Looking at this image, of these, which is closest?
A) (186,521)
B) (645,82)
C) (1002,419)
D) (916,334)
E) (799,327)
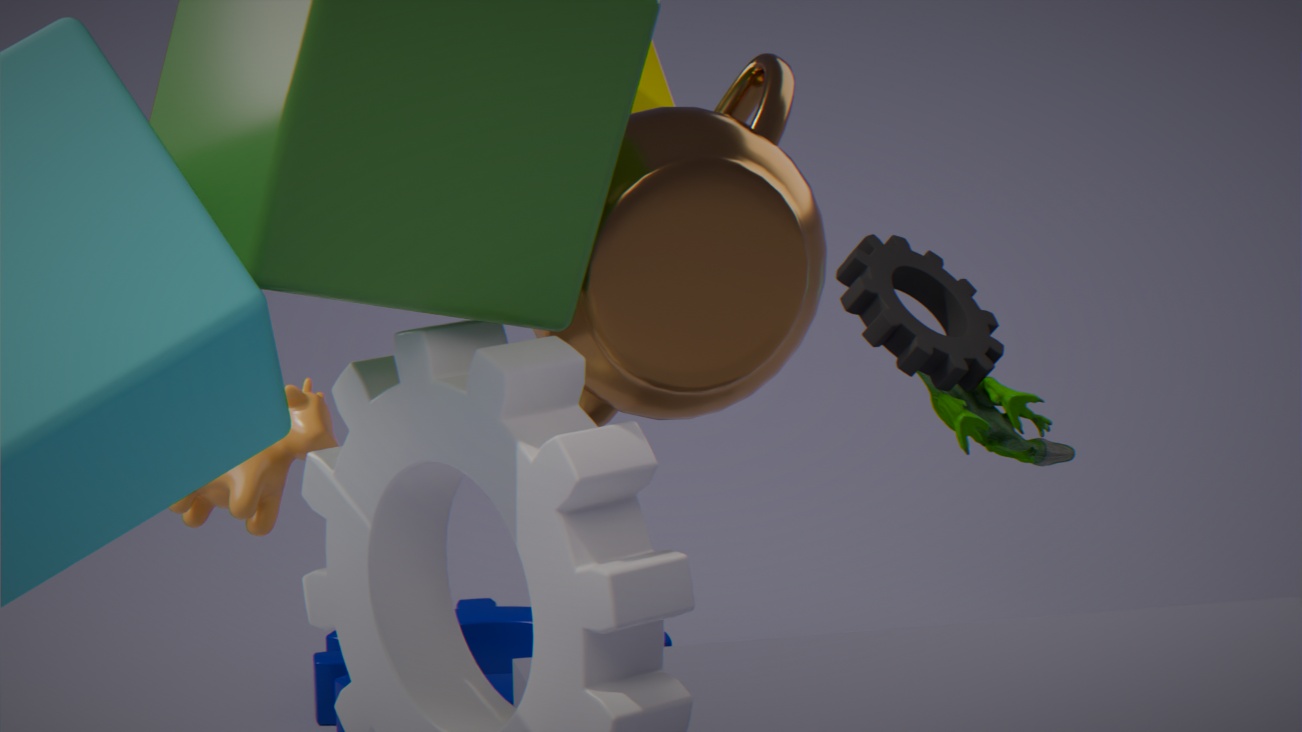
(799,327)
